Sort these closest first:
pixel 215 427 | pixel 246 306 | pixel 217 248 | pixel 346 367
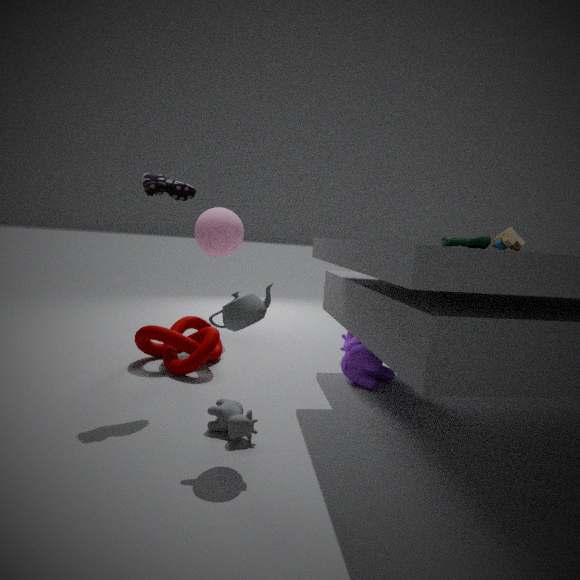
1. pixel 246 306
2. pixel 215 427
3. pixel 346 367
4. pixel 217 248
